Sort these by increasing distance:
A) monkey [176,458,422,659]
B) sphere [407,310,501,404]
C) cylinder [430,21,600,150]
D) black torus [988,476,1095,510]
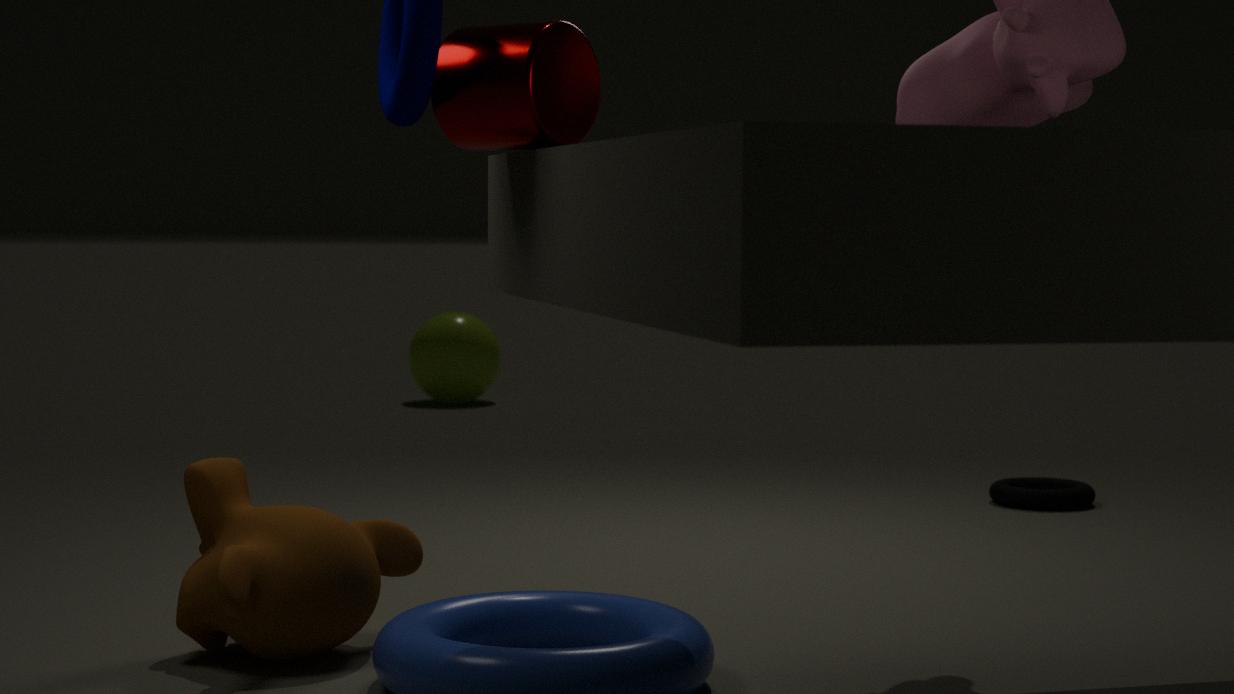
cylinder [430,21,600,150], monkey [176,458,422,659], black torus [988,476,1095,510], sphere [407,310,501,404]
